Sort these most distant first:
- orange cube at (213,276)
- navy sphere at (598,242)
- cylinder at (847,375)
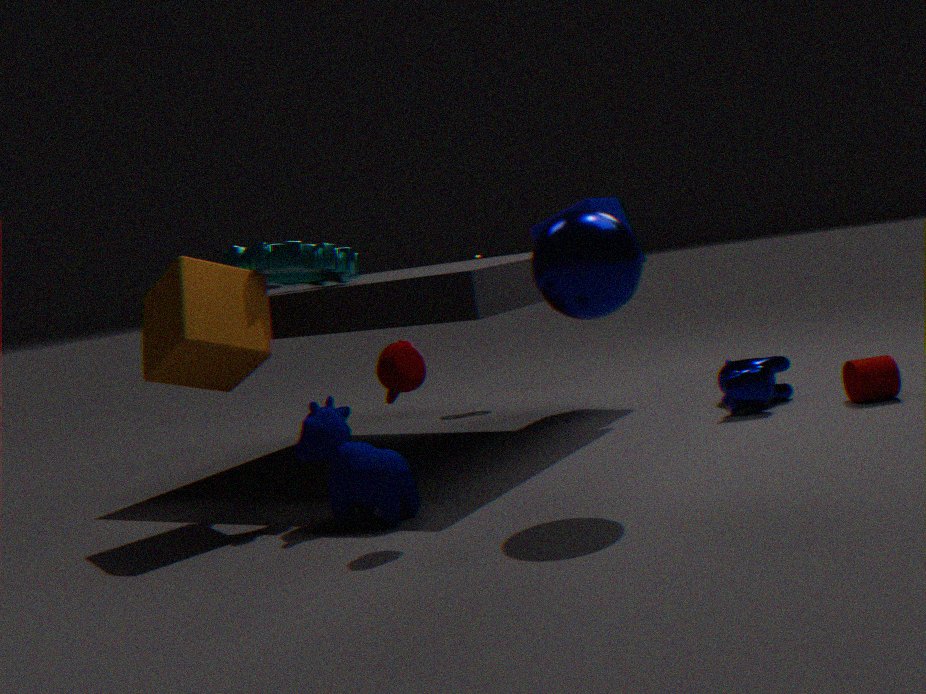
cylinder at (847,375) < orange cube at (213,276) < navy sphere at (598,242)
